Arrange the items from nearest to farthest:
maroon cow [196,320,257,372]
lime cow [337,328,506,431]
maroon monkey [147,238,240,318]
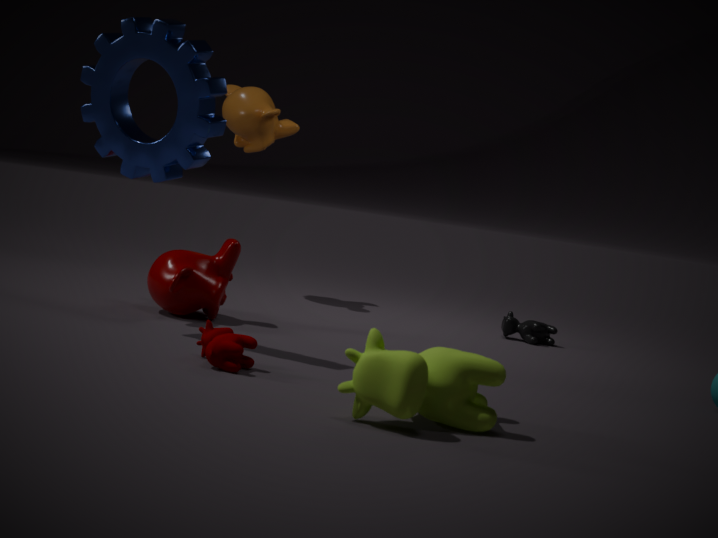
lime cow [337,328,506,431], maroon cow [196,320,257,372], maroon monkey [147,238,240,318]
